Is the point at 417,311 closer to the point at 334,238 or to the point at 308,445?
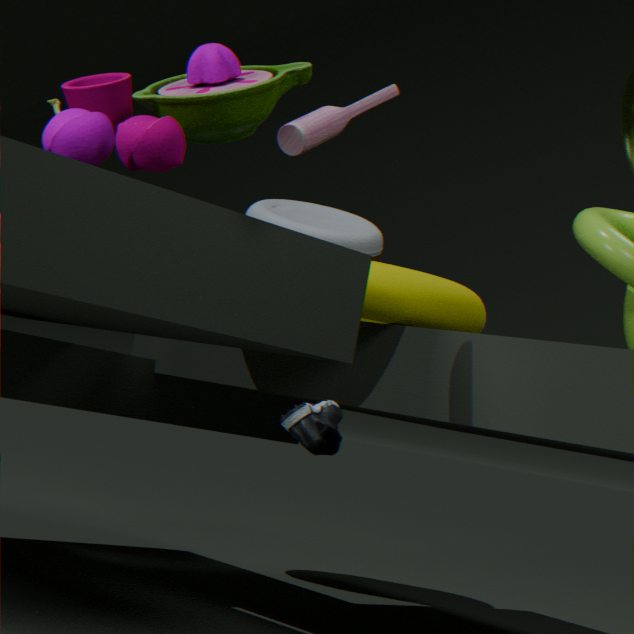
the point at 308,445
